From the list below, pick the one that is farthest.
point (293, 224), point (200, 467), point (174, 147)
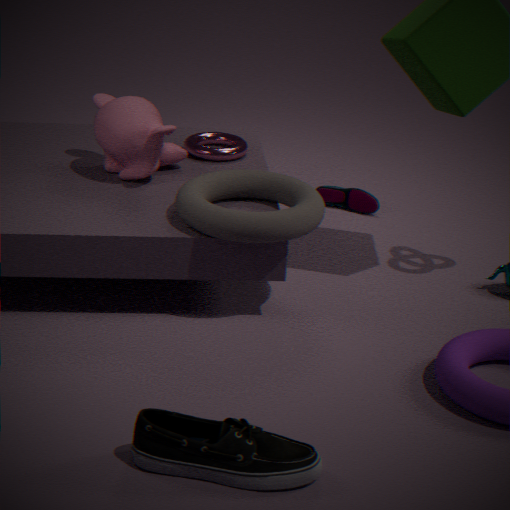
point (174, 147)
